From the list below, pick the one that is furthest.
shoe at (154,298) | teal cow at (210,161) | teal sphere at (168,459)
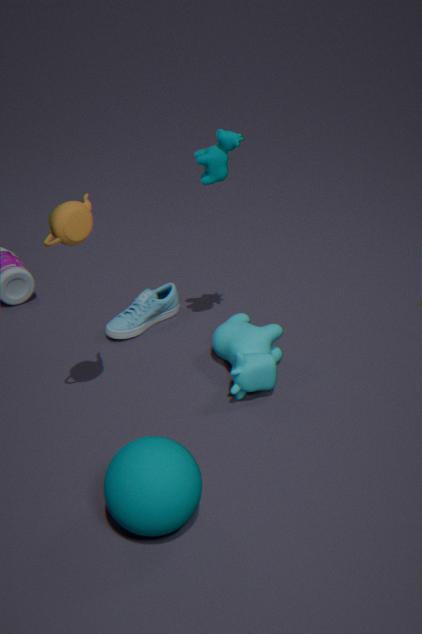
shoe at (154,298)
